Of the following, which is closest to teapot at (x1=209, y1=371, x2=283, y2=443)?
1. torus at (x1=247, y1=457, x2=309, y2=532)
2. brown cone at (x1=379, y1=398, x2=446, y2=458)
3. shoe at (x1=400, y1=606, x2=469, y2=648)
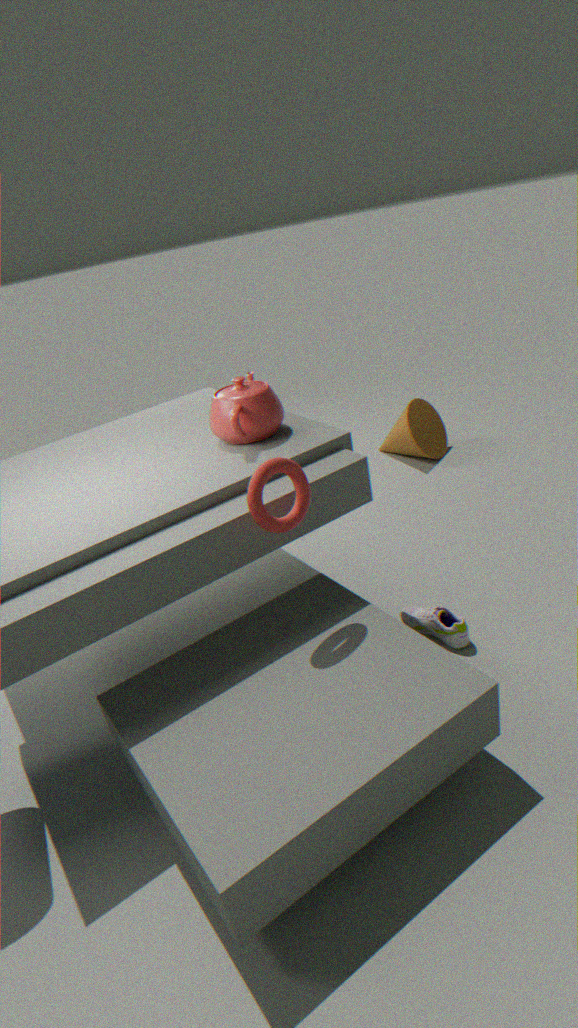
torus at (x1=247, y1=457, x2=309, y2=532)
